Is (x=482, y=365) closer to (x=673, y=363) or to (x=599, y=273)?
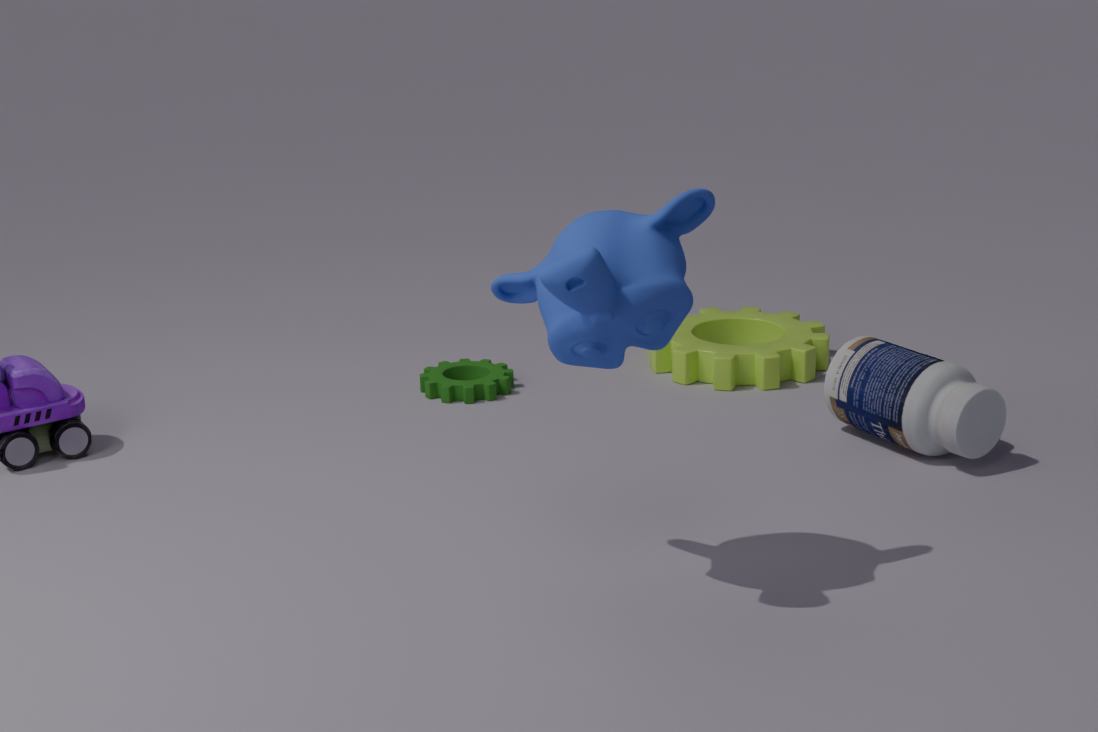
(x=673, y=363)
